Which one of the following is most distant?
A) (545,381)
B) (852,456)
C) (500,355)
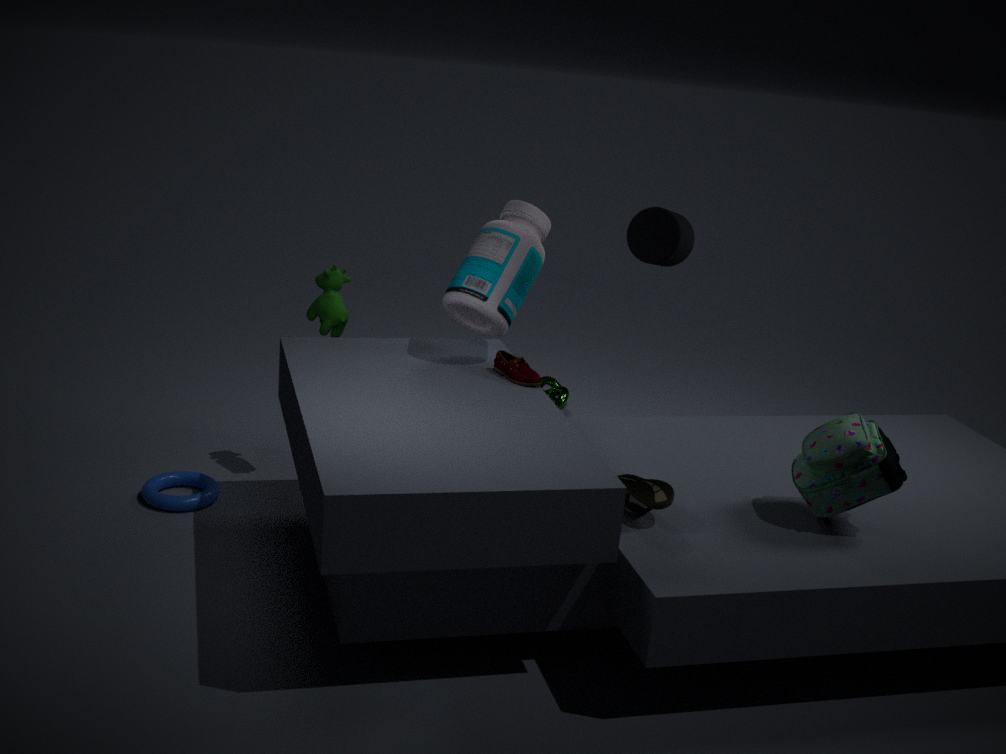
(545,381)
